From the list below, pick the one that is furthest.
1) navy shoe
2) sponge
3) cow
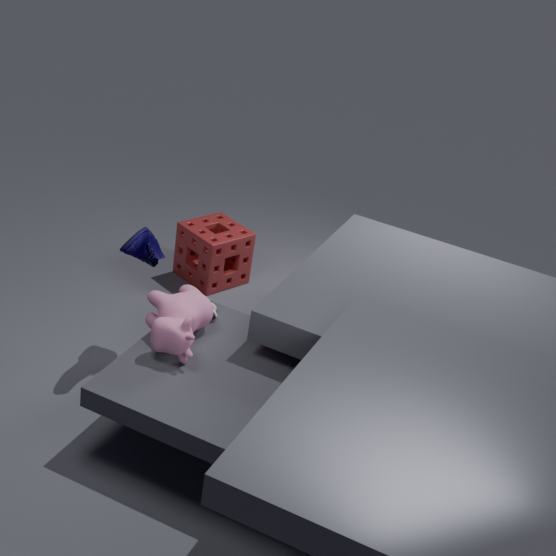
2. sponge
